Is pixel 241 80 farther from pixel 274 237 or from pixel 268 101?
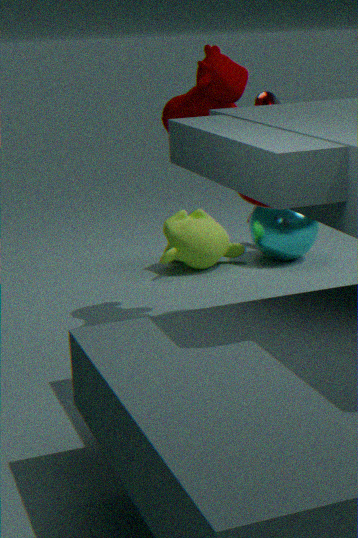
pixel 274 237
